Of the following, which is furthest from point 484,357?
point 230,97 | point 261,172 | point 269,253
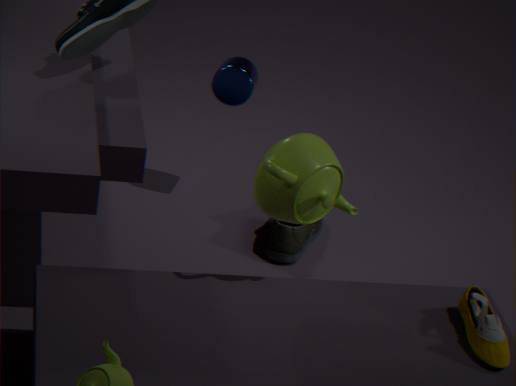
point 230,97
